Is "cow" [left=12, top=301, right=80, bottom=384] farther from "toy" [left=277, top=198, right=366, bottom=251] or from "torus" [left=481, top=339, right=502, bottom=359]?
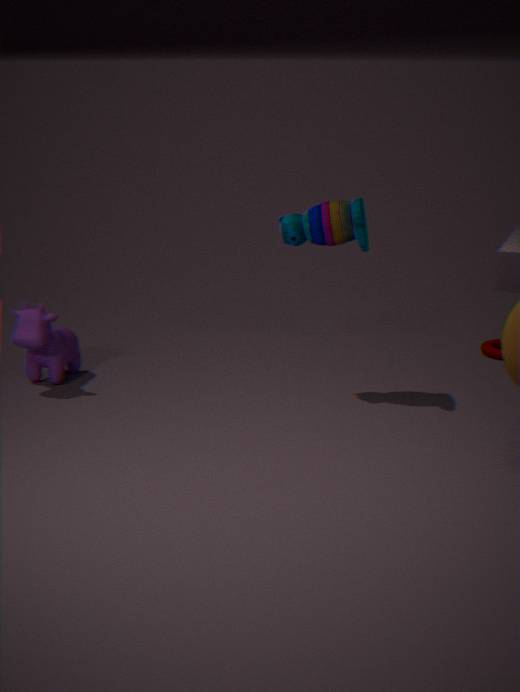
"torus" [left=481, top=339, right=502, bottom=359]
